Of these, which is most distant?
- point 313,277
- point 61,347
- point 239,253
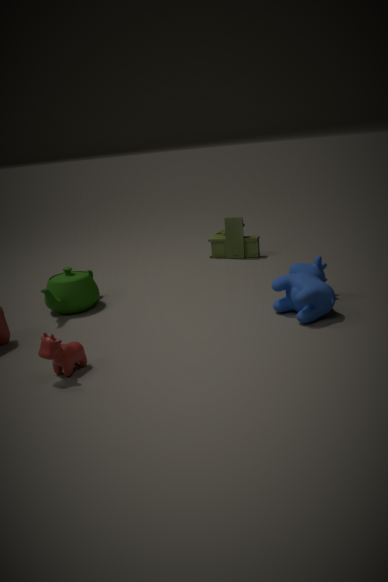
point 239,253
